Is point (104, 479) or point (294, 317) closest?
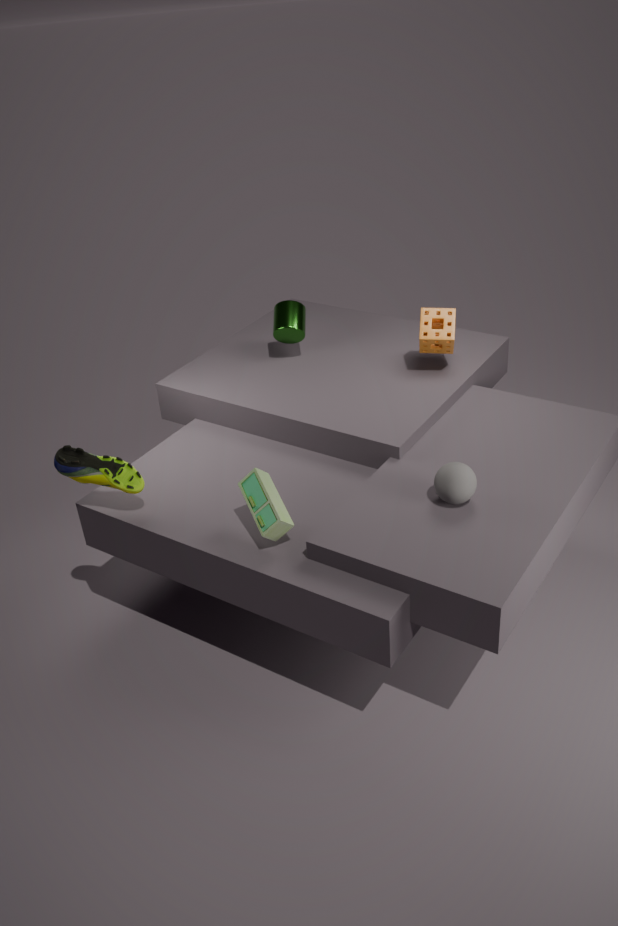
point (104, 479)
